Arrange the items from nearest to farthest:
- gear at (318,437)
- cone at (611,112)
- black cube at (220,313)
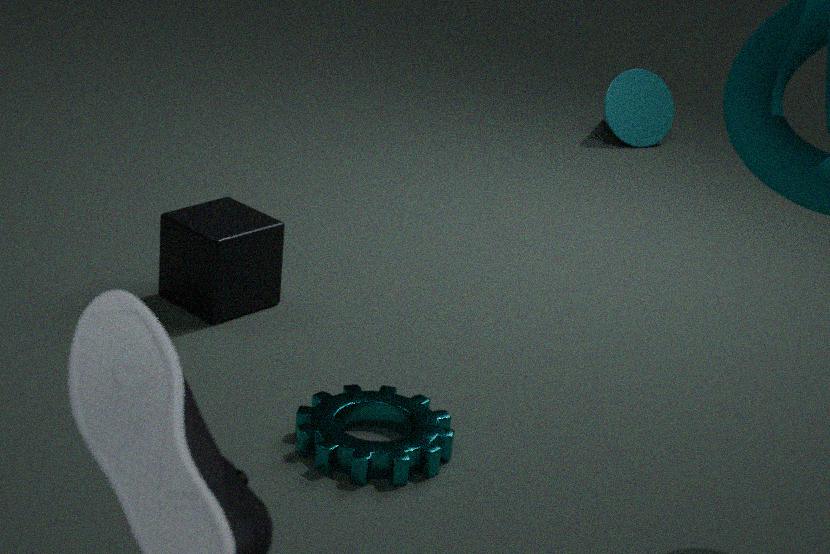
gear at (318,437) < black cube at (220,313) < cone at (611,112)
